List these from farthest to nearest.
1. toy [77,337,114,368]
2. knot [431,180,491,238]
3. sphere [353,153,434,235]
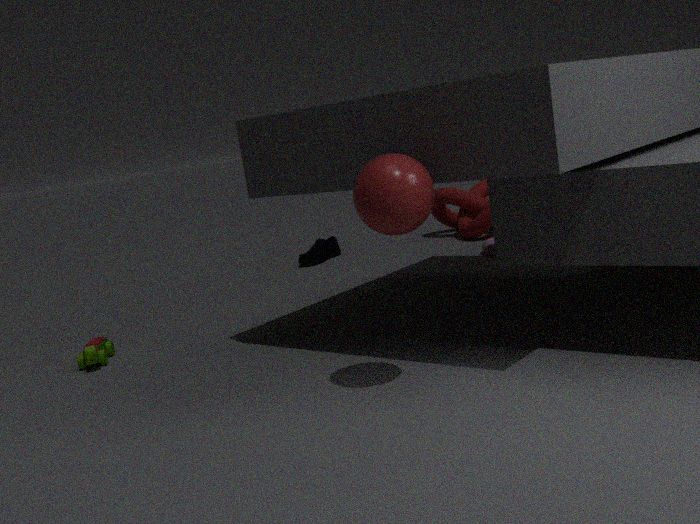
knot [431,180,491,238] < toy [77,337,114,368] < sphere [353,153,434,235]
